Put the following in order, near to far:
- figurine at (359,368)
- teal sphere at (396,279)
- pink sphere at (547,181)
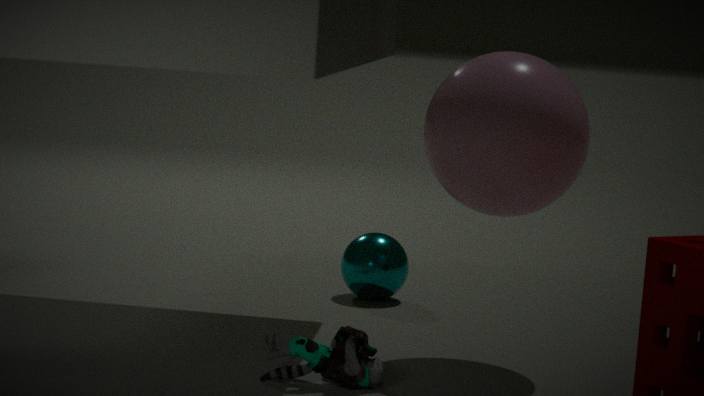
1. figurine at (359,368)
2. pink sphere at (547,181)
3. teal sphere at (396,279)
